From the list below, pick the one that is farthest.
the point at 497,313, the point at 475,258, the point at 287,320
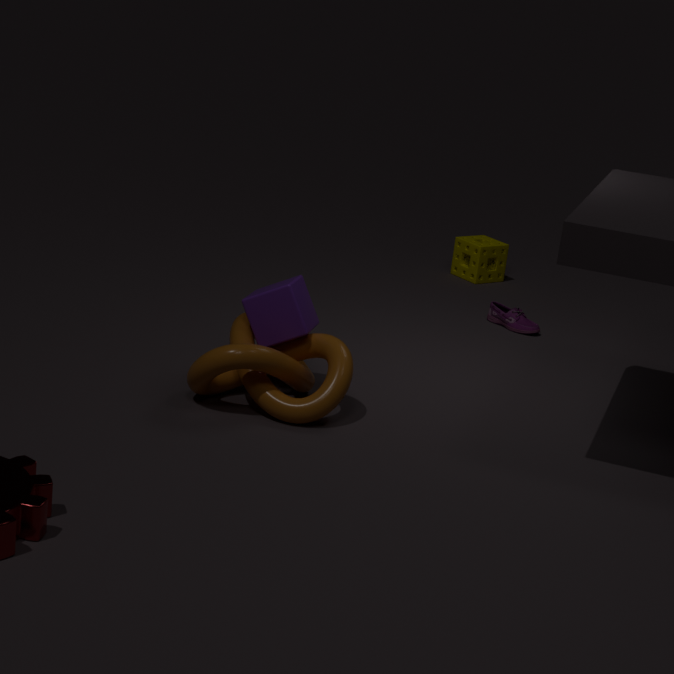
the point at 475,258
